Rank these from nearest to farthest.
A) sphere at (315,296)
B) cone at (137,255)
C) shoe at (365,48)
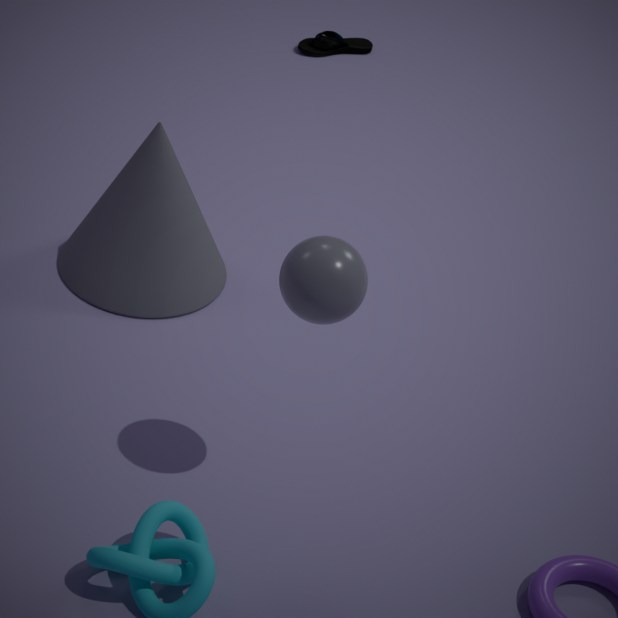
sphere at (315,296) → cone at (137,255) → shoe at (365,48)
